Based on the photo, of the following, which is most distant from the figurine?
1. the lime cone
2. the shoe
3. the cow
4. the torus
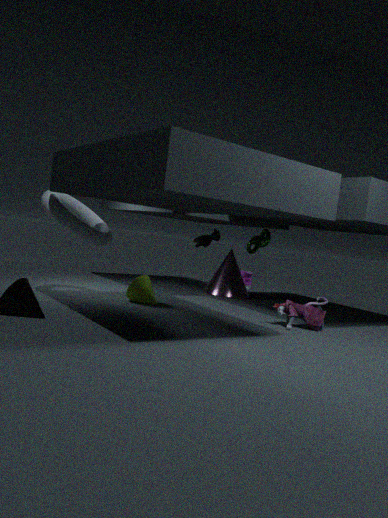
the shoe
